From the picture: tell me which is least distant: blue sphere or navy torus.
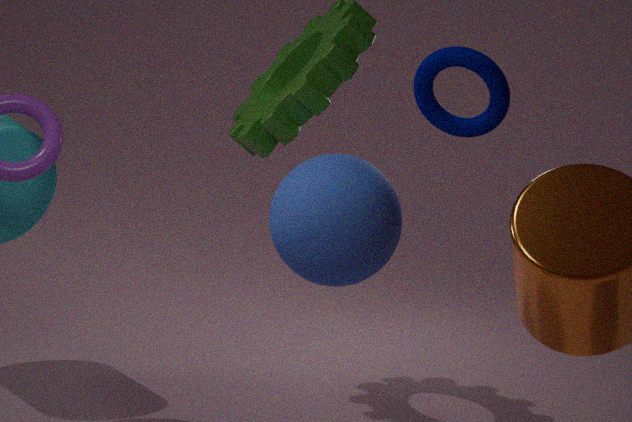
blue sphere
